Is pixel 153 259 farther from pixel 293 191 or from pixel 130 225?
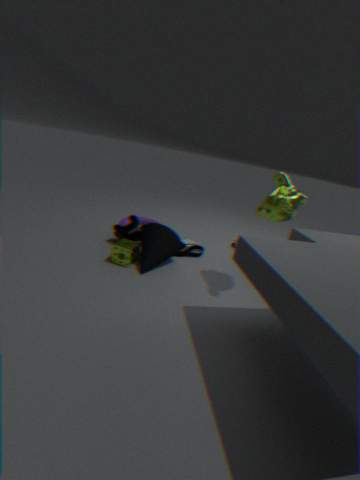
pixel 293 191
